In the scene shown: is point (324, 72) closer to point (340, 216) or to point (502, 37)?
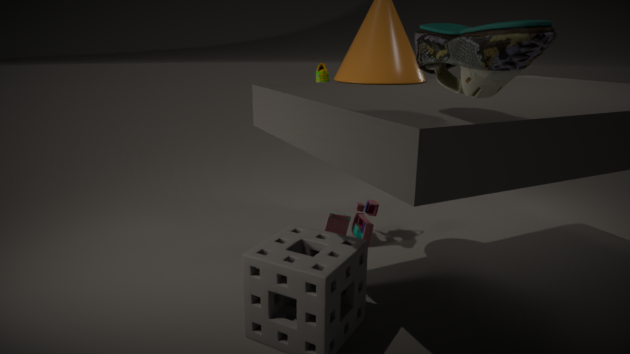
point (340, 216)
